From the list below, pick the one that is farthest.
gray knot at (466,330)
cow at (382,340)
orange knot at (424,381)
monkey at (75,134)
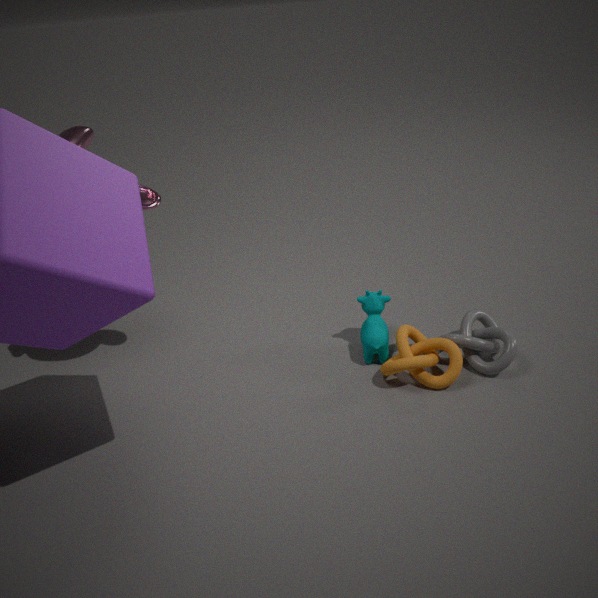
cow at (382,340)
